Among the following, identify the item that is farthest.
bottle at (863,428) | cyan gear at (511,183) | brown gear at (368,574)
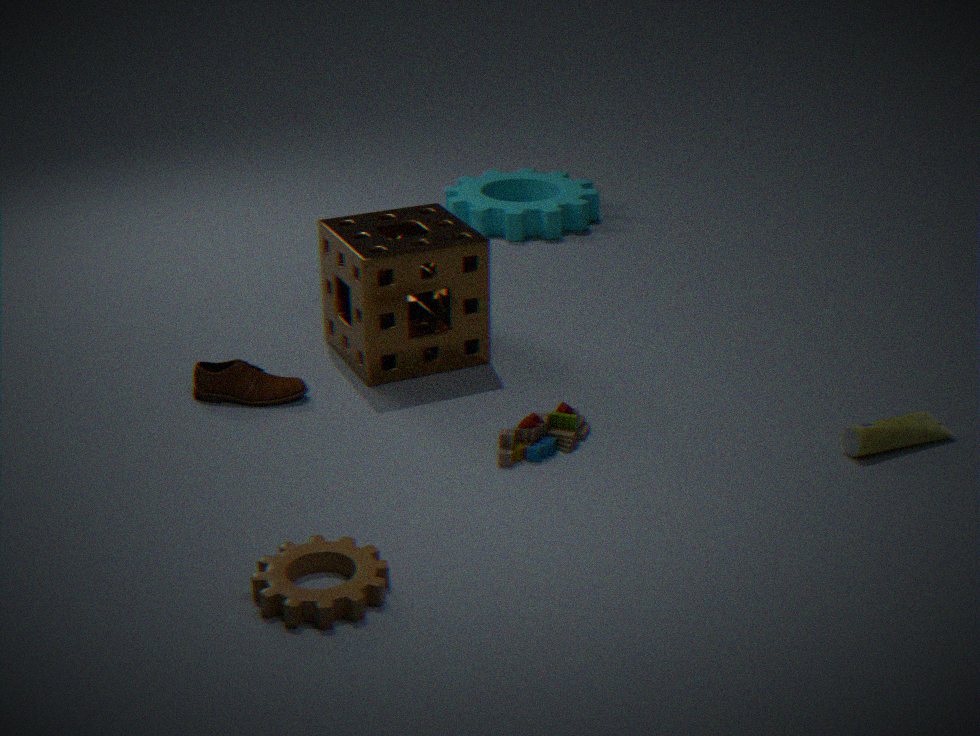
cyan gear at (511,183)
